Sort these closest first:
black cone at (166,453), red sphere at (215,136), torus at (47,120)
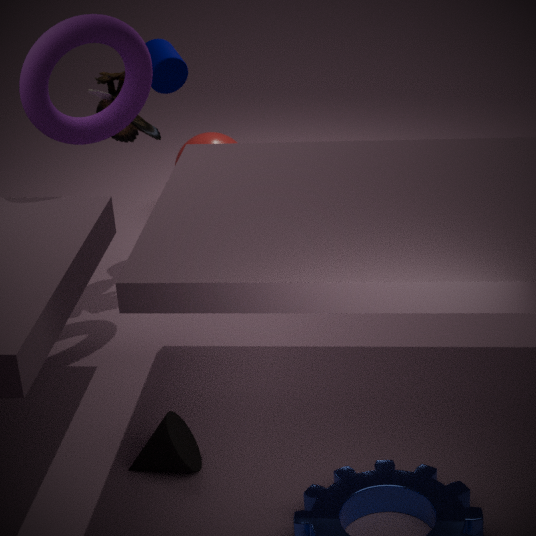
black cone at (166,453)
torus at (47,120)
red sphere at (215,136)
